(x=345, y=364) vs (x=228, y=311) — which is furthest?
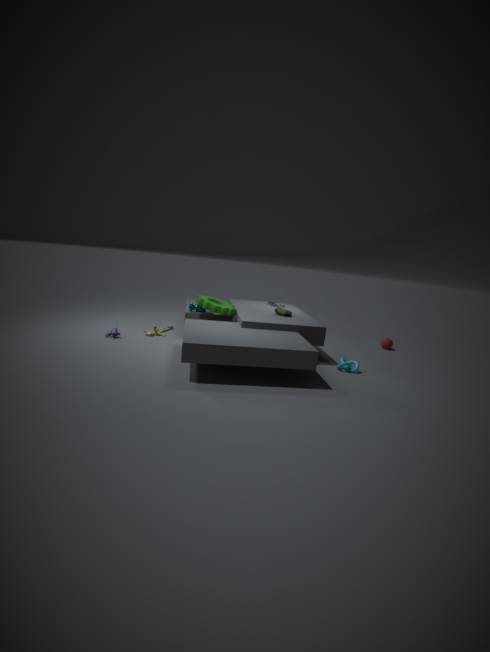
(x=228, y=311)
